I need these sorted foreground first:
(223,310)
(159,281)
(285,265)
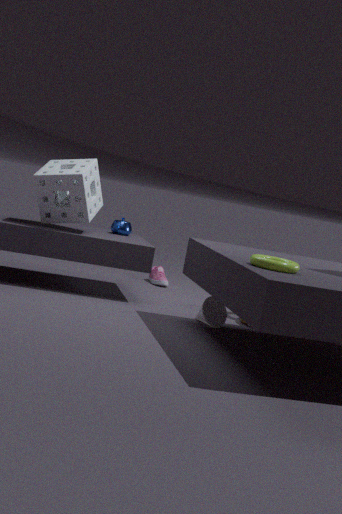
(285,265) < (223,310) < (159,281)
